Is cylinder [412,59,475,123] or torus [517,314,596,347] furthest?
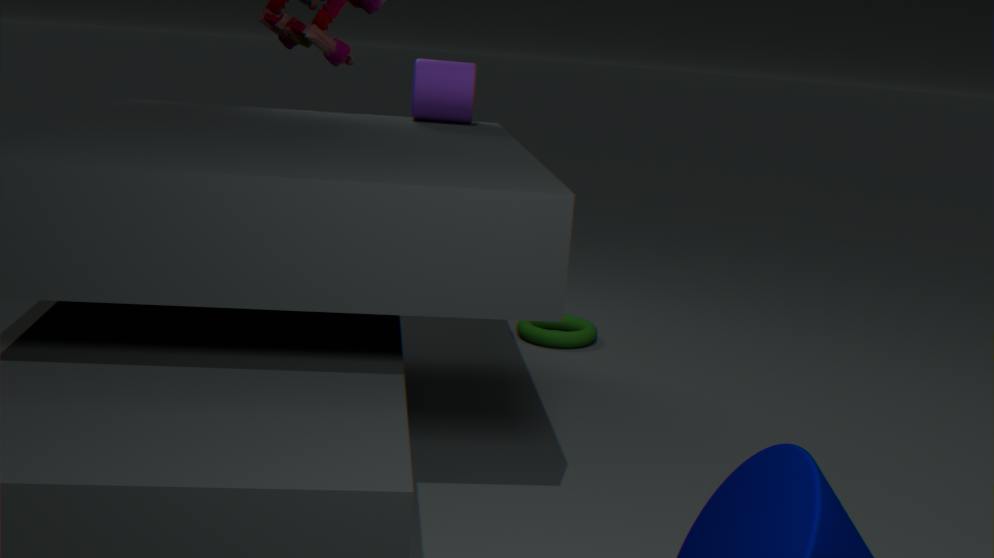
torus [517,314,596,347]
